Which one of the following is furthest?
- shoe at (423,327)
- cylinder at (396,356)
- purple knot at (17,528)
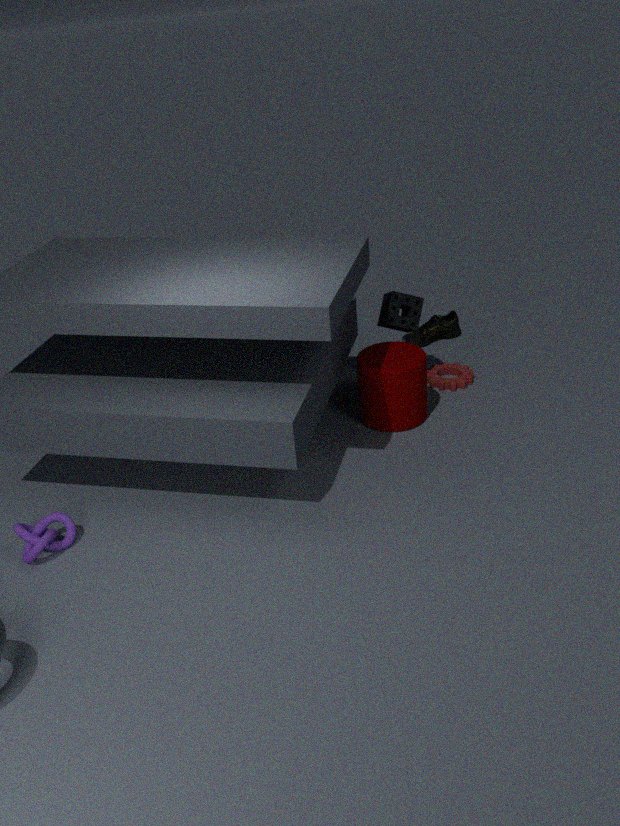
shoe at (423,327)
